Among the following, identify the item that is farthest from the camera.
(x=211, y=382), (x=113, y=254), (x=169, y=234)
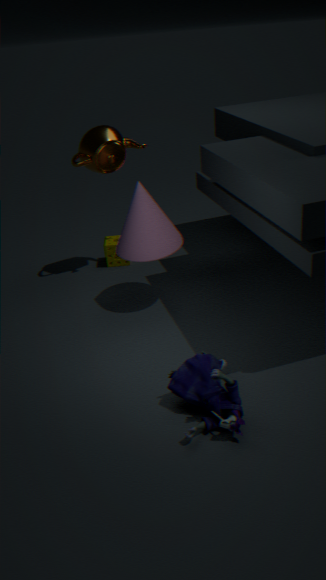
(x=113, y=254)
